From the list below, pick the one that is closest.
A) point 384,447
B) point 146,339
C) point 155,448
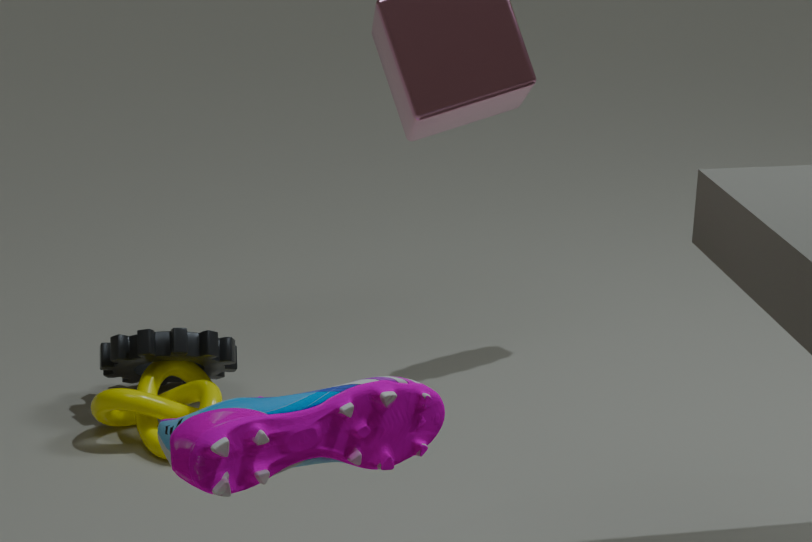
point 384,447
